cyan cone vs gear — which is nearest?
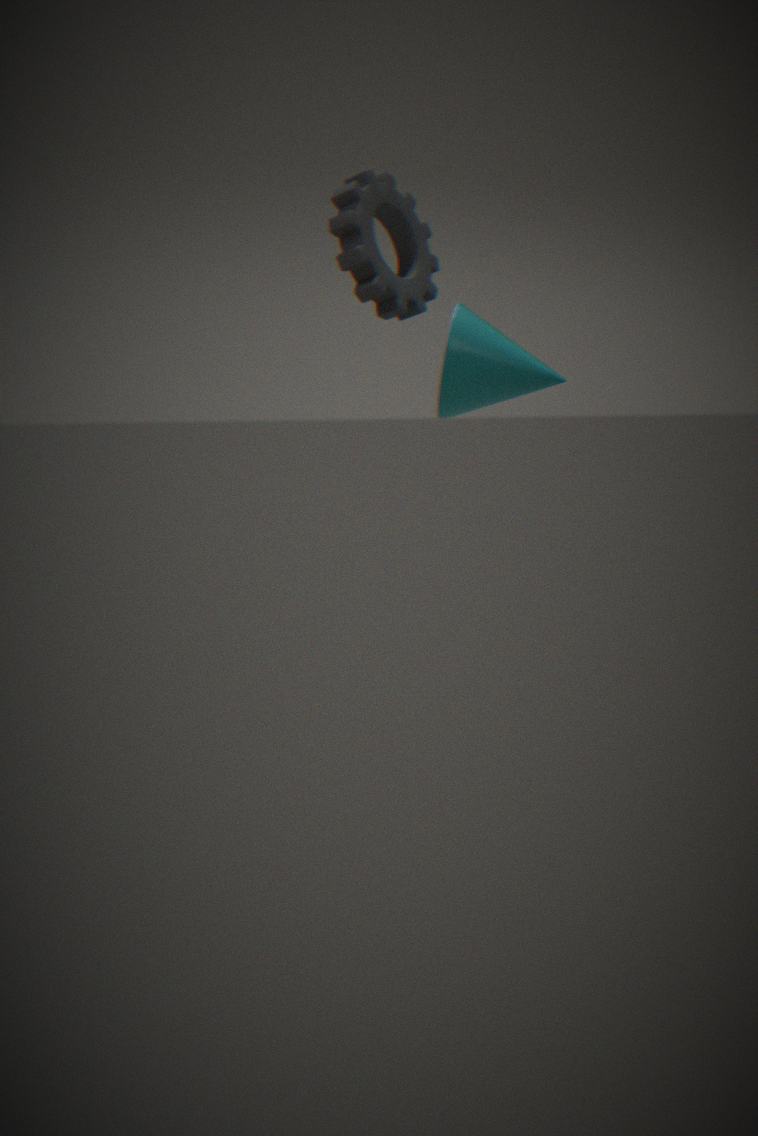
gear
